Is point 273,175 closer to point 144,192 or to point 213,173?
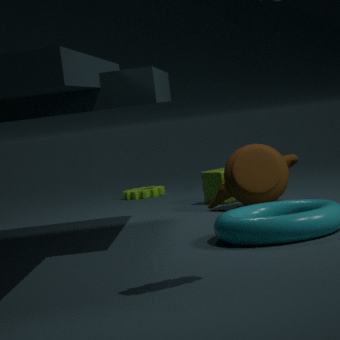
point 213,173
